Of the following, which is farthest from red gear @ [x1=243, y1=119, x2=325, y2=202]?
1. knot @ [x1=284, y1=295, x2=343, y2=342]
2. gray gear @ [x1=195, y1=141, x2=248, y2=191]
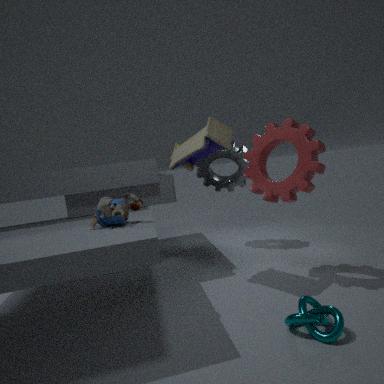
knot @ [x1=284, y1=295, x2=343, y2=342]
